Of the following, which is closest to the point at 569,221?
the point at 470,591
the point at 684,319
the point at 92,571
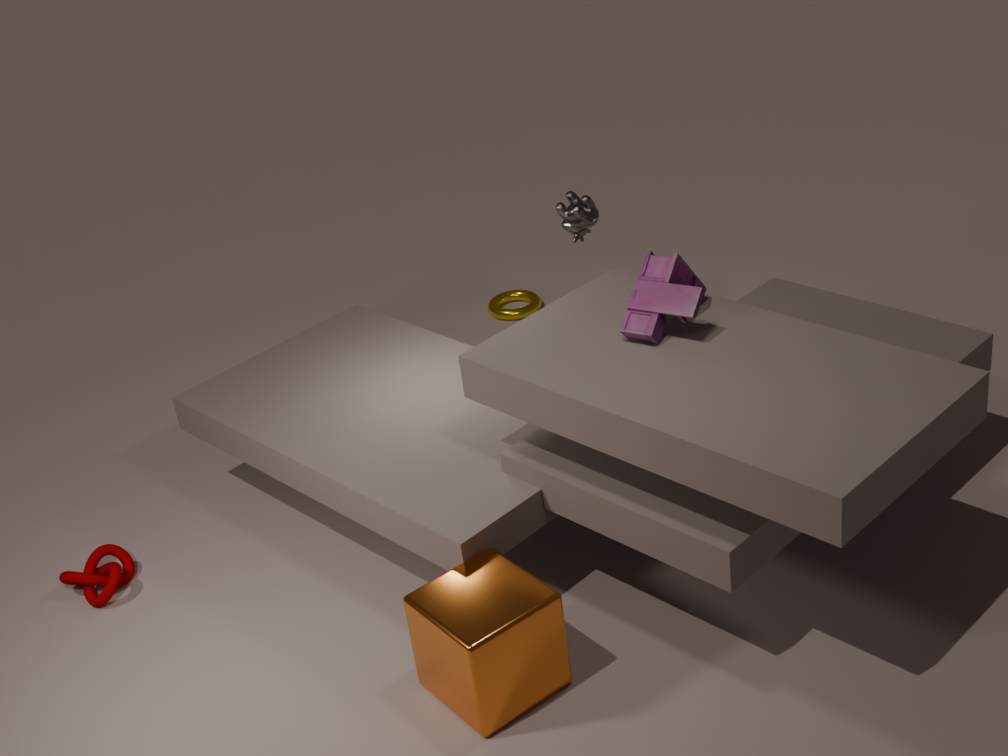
the point at 684,319
